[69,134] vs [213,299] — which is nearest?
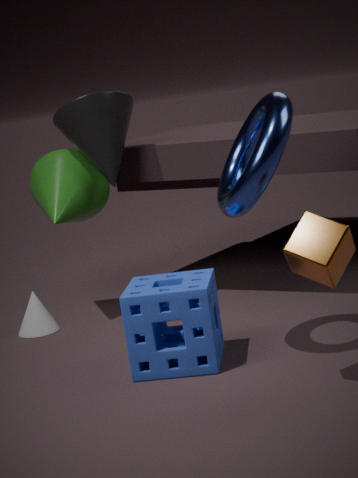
[213,299]
